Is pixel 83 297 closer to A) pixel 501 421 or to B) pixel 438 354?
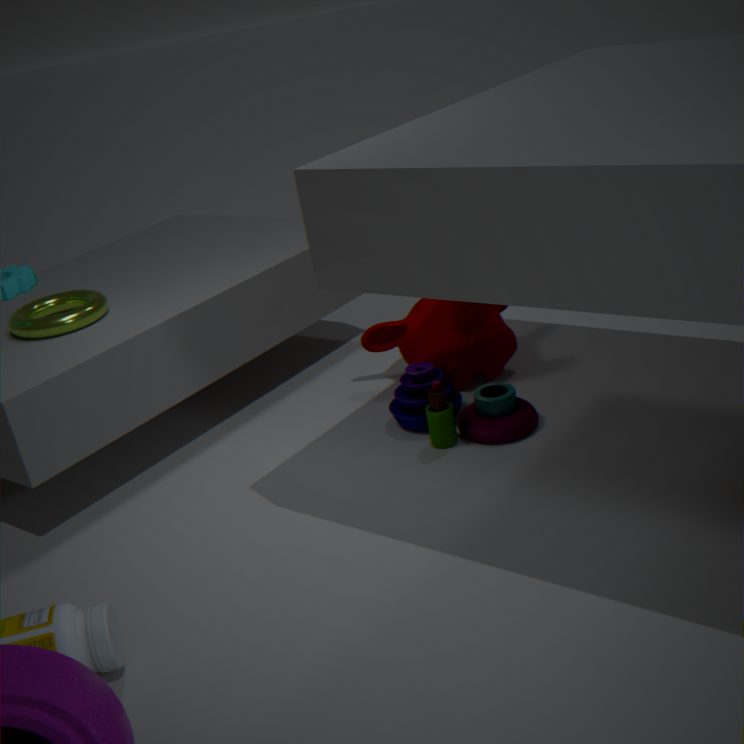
B) pixel 438 354
